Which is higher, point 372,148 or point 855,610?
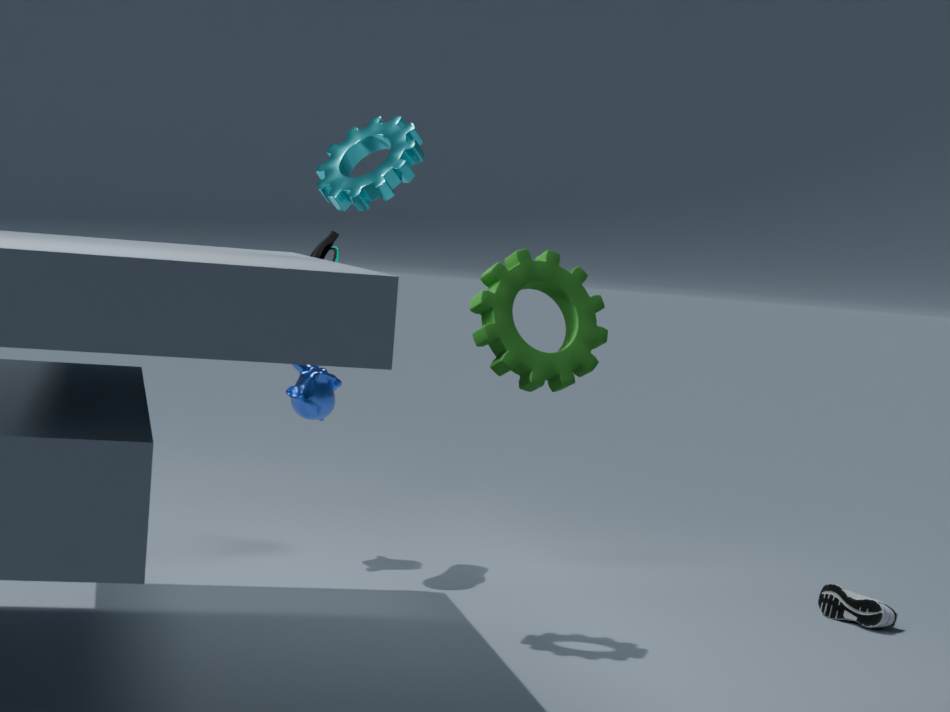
point 372,148
